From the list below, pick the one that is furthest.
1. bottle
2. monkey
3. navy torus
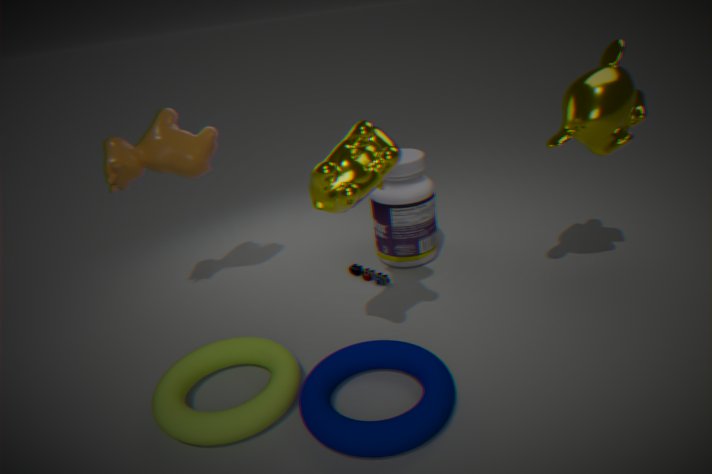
bottle
